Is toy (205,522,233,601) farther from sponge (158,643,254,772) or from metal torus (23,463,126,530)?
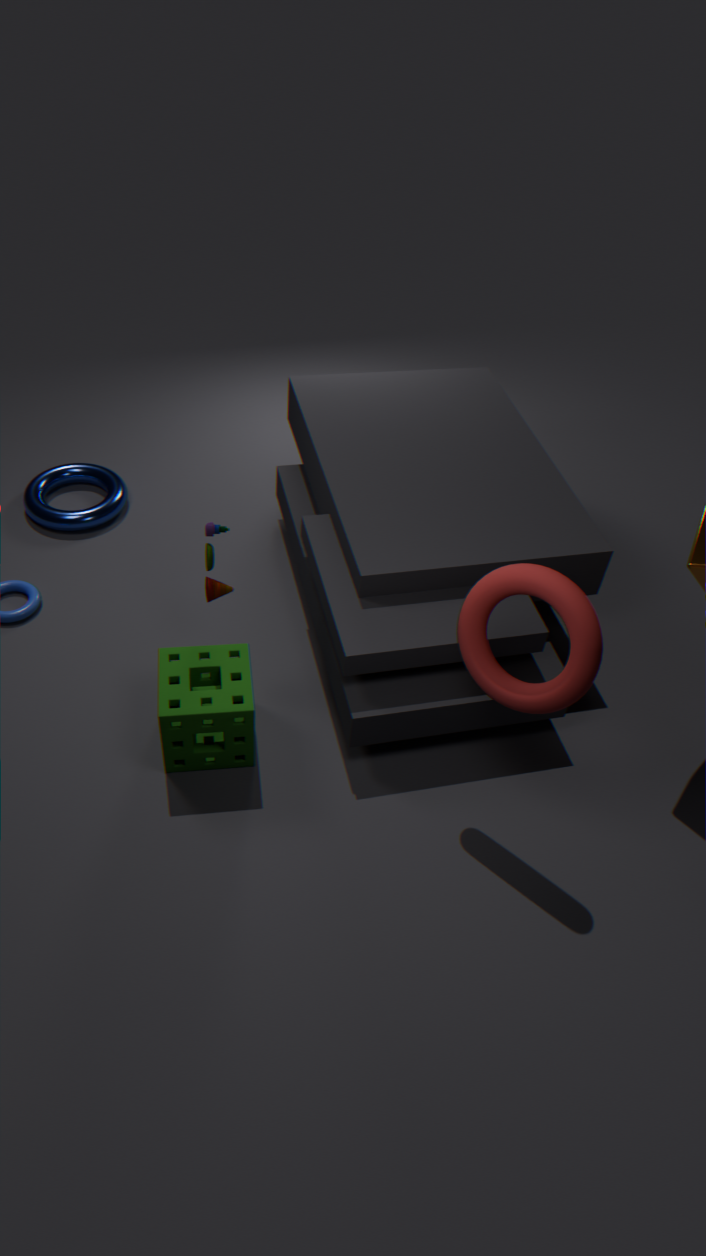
metal torus (23,463,126,530)
